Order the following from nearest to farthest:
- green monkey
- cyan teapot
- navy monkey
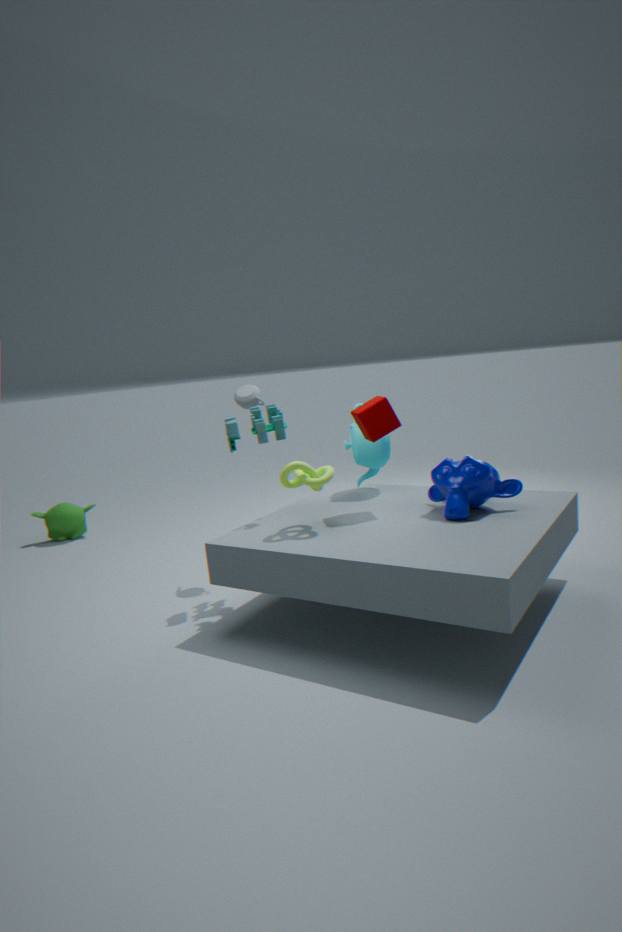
1. navy monkey
2. cyan teapot
3. green monkey
